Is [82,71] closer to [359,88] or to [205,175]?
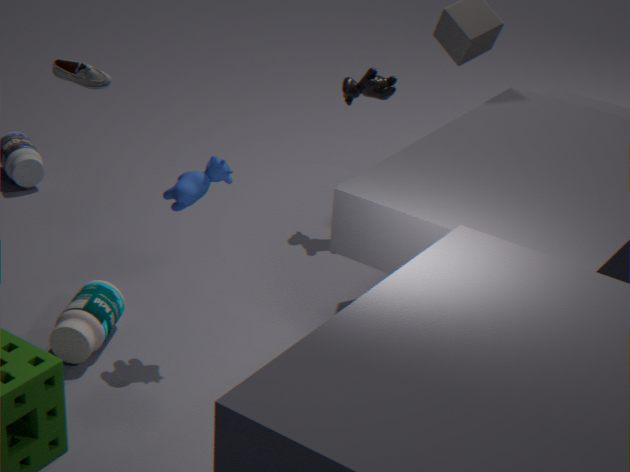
[205,175]
